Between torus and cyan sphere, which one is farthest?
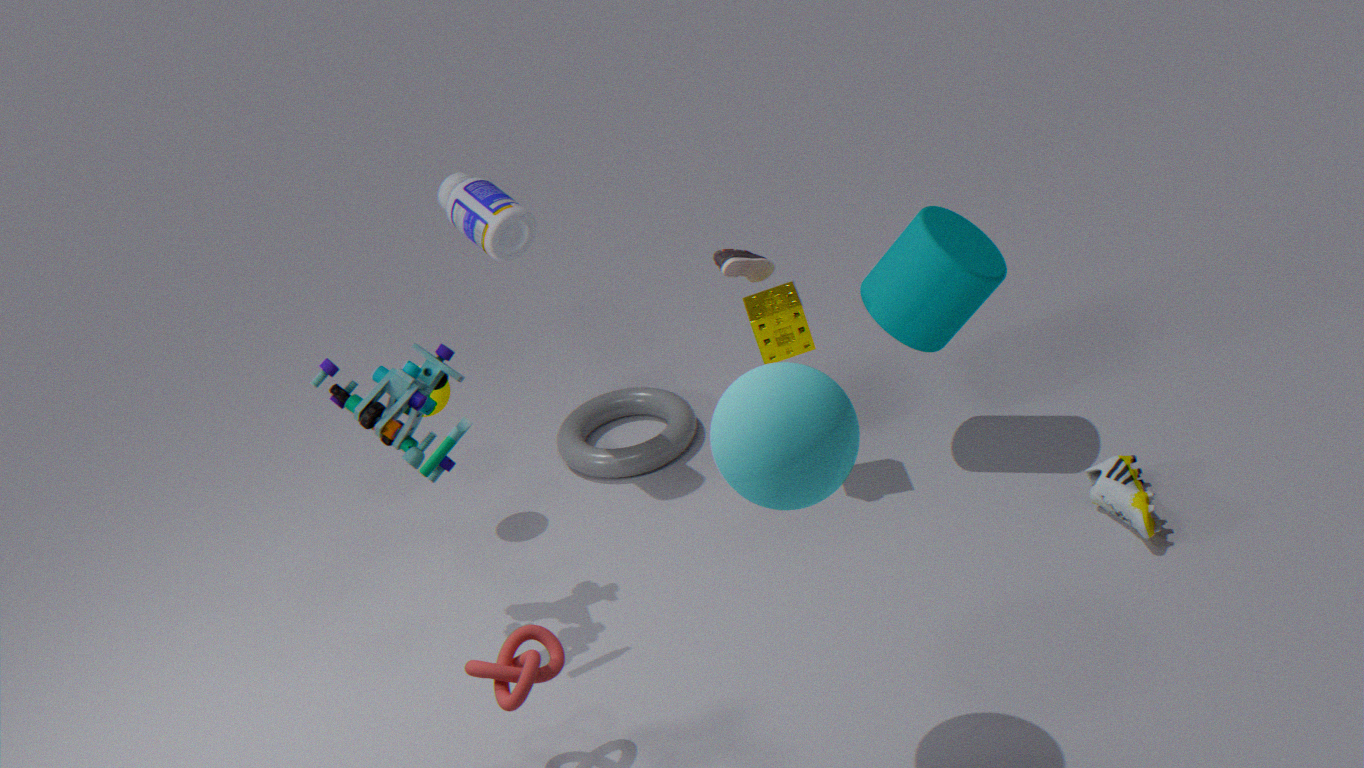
torus
